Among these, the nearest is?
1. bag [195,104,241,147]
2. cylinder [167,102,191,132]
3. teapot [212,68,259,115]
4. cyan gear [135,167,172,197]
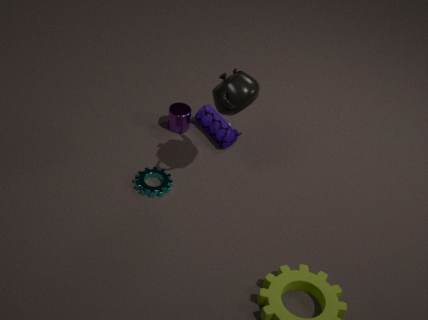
teapot [212,68,259,115]
